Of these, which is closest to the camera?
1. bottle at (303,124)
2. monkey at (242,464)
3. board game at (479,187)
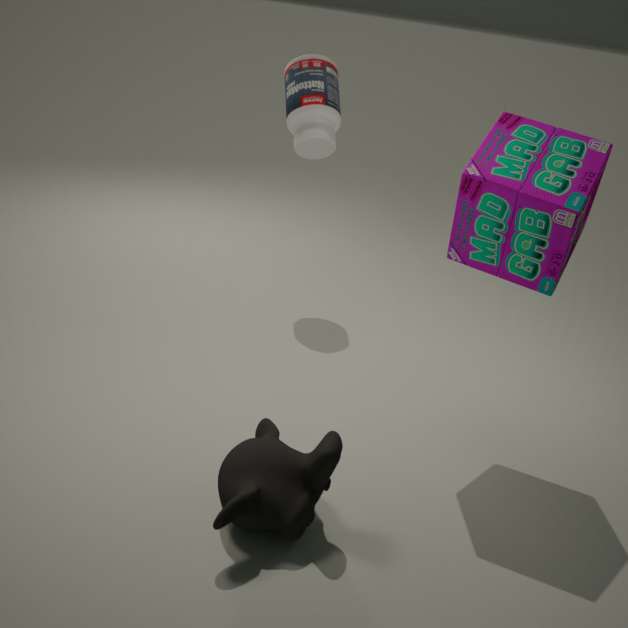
monkey at (242,464)
